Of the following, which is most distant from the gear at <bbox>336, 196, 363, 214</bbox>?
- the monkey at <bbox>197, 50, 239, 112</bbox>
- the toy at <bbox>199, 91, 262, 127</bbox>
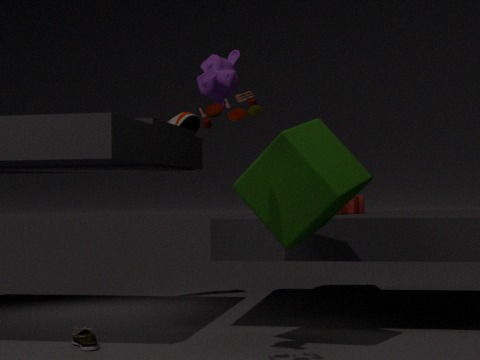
the toy at <bbox>199, 91, 262, 127</bbox>
